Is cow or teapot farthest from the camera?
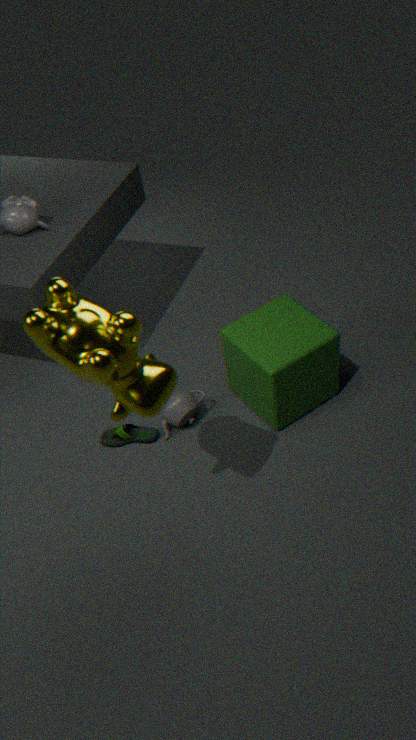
teapot
